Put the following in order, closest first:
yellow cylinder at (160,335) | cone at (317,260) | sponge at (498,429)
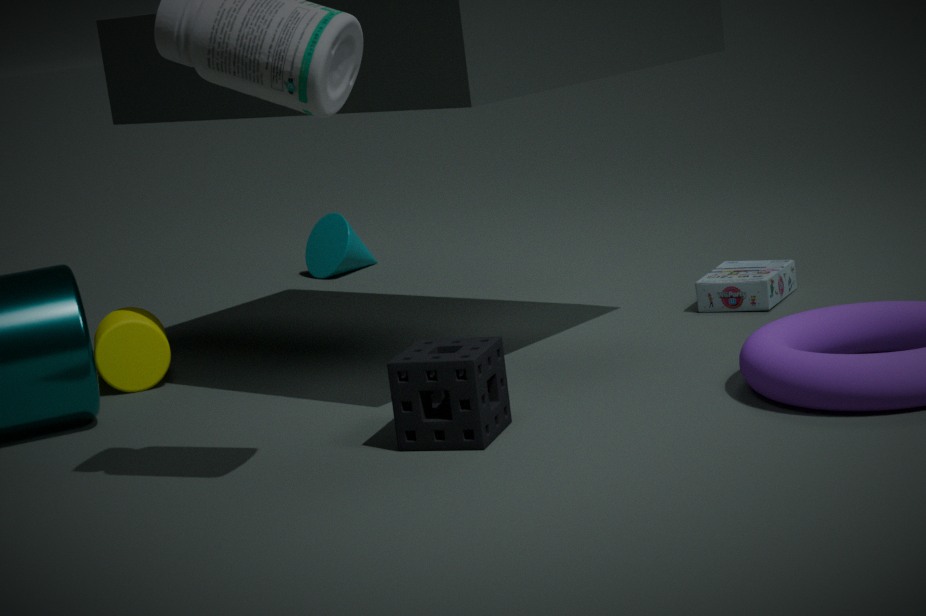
sponge at (498,429) → yellow cylinder at (160,335) → cone at (317,260)
